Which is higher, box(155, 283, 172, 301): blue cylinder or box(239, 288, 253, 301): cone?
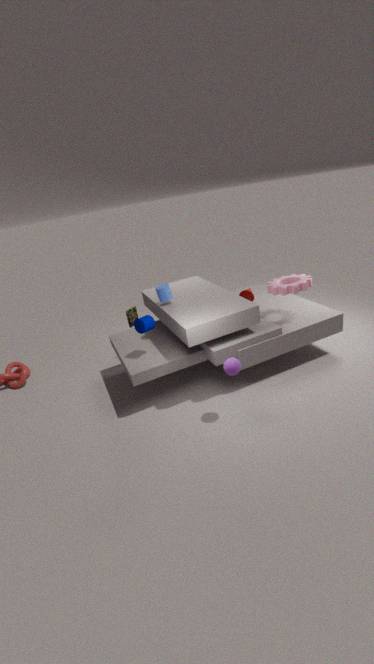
box(155, 283, 172, 301): blue cylinder
